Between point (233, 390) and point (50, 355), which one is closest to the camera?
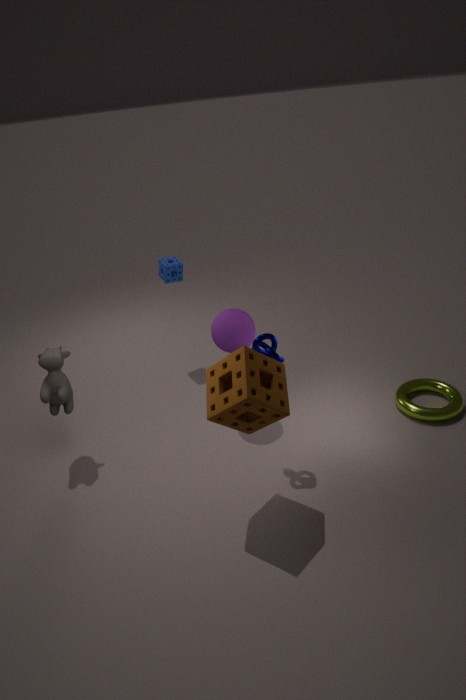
point (233, 390)
